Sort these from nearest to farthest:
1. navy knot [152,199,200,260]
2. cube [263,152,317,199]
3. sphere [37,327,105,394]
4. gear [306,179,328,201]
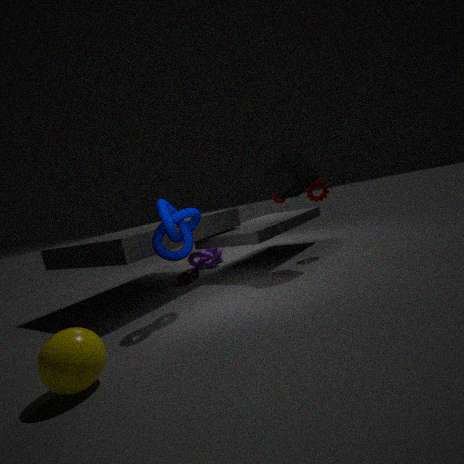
sphere [37,327,105,394] → navy knot [152,199,200,260] → cube [263,152,317,199] → gear [306,179,328,201]
